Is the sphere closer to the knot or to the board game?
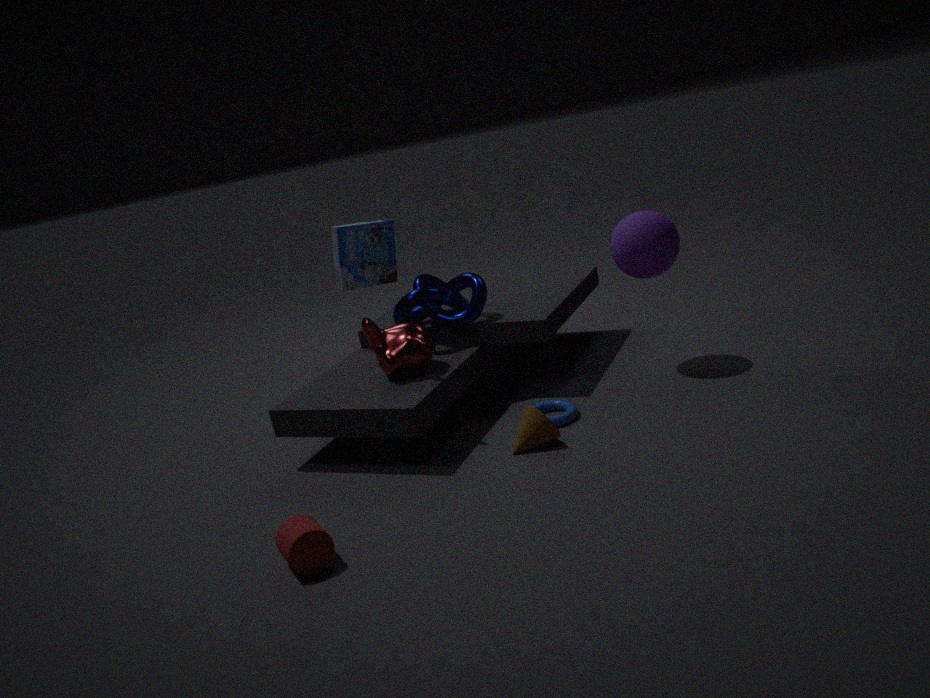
the knot
